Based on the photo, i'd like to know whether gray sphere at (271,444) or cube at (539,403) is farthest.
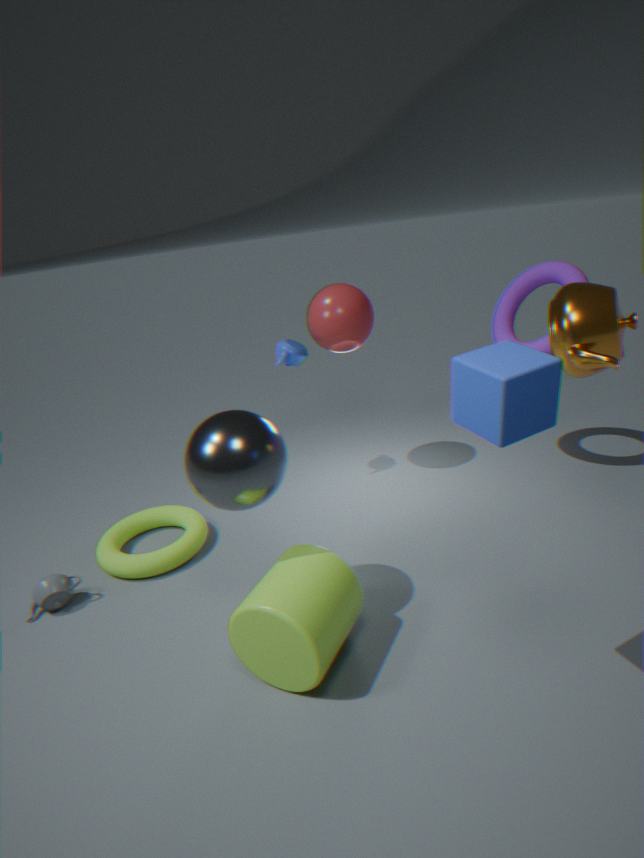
gray sphere at (271,444)
